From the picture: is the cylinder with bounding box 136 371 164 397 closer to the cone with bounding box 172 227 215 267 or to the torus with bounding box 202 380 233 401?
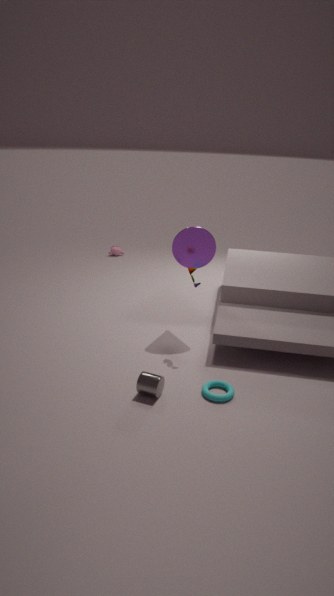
the torus with bounding box 202 380 233 401
